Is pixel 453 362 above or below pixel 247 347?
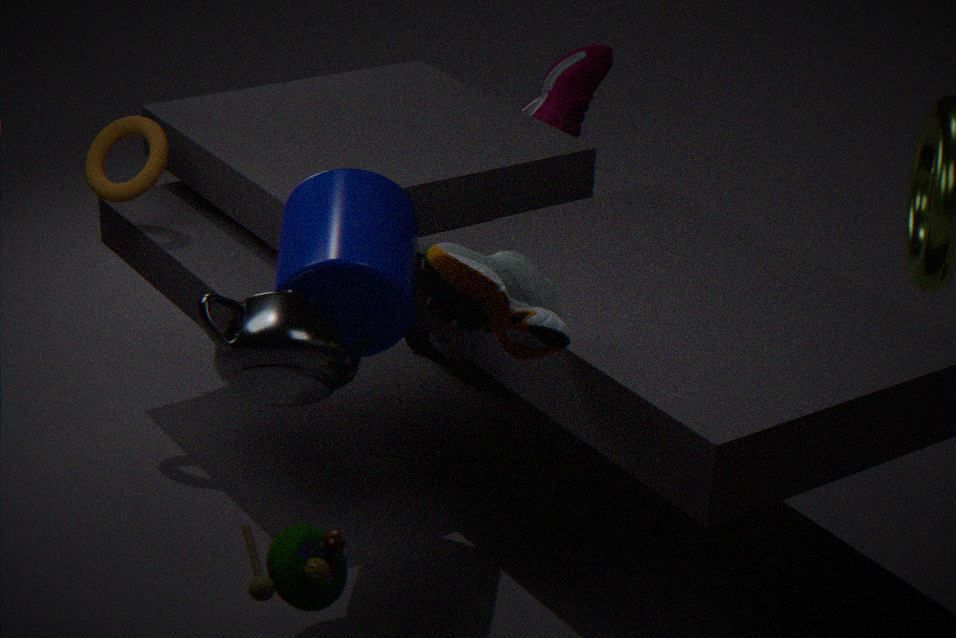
below
